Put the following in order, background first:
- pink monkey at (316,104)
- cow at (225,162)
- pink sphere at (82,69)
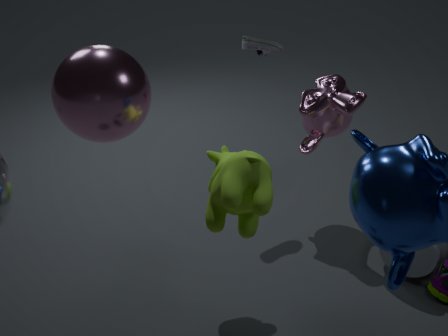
pink monkey at (316,104), pink sphere at (82,69), cow at (225,162)
